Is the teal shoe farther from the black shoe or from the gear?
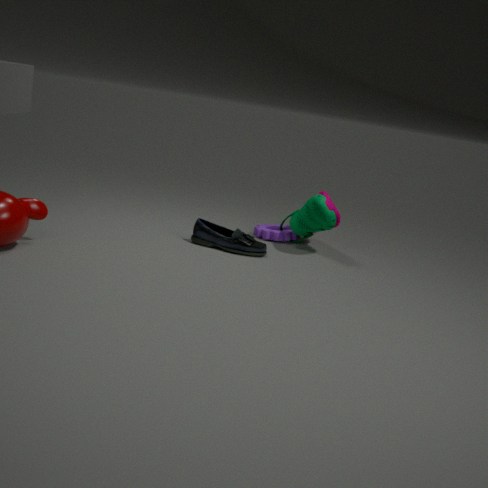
the black shoe
